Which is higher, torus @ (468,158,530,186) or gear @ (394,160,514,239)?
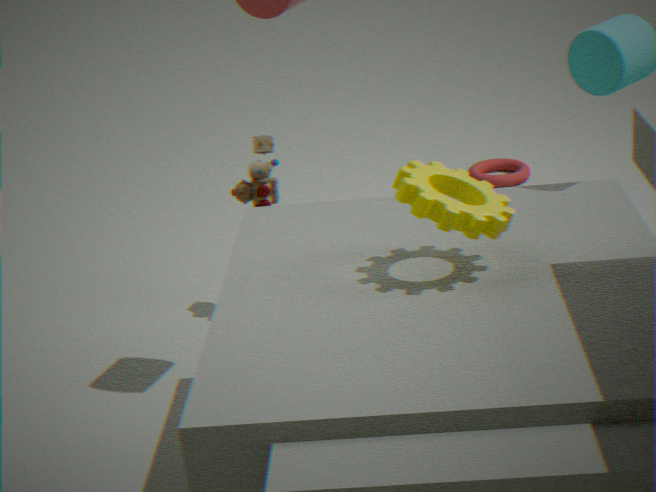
gear @ (394,160,514,239)
